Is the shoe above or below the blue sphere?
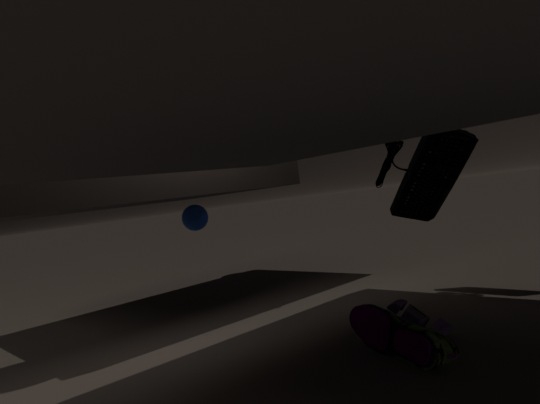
below
